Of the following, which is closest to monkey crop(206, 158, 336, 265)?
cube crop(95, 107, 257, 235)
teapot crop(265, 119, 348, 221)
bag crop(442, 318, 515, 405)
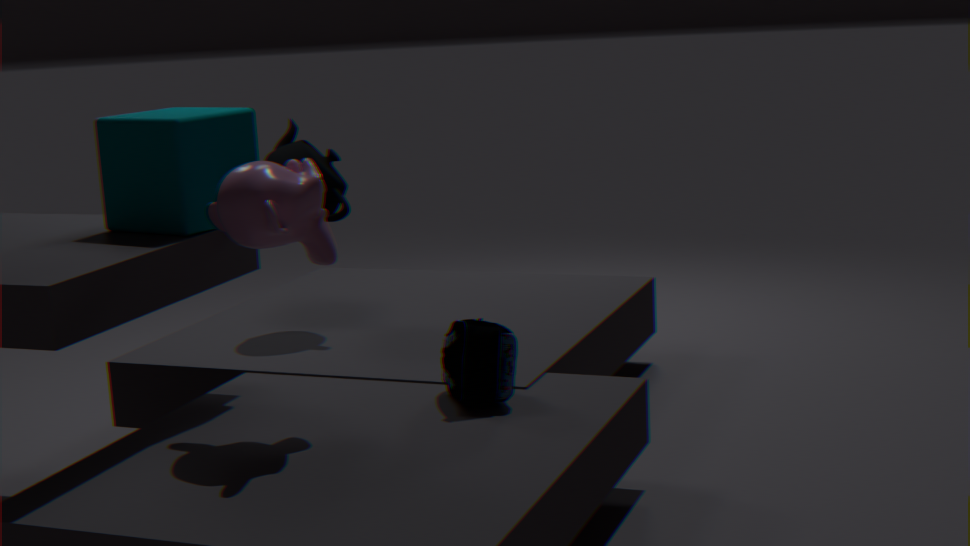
cube crop(95, 107, 257, 235)
